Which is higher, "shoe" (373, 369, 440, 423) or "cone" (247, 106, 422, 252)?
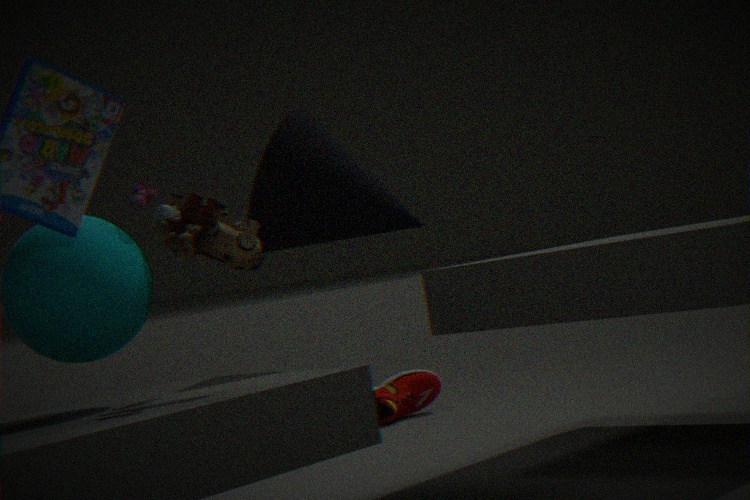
"cone" (247, 106, 422, 252)
